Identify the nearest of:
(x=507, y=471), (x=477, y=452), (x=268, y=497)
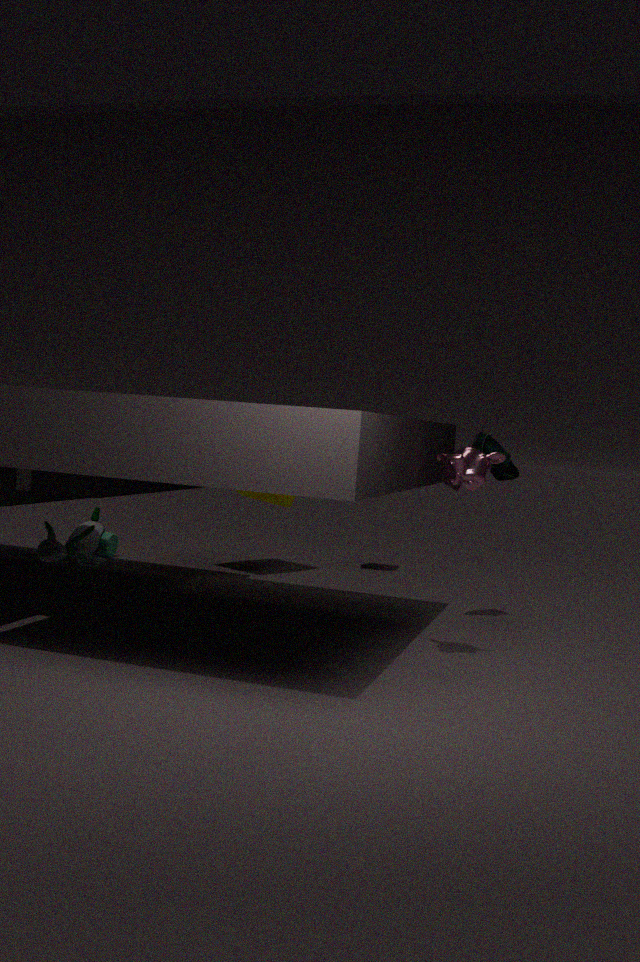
(x=477, y=452)
